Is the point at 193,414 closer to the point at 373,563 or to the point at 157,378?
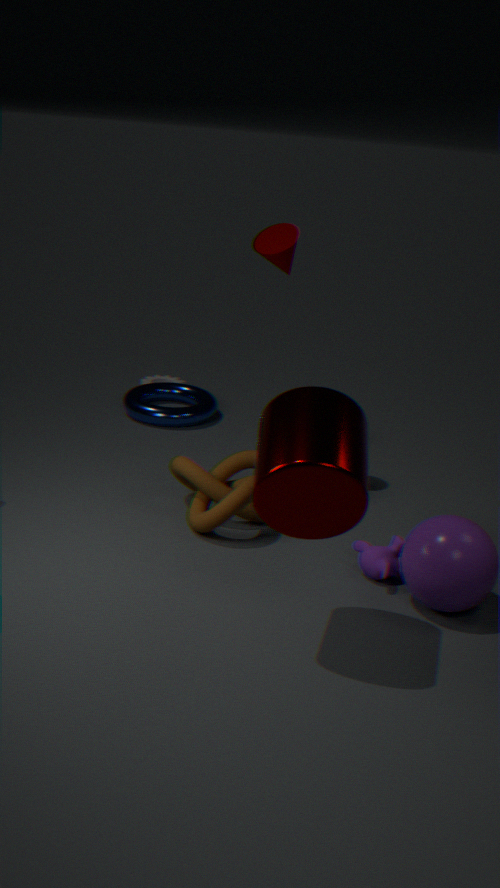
the point at 157,378
